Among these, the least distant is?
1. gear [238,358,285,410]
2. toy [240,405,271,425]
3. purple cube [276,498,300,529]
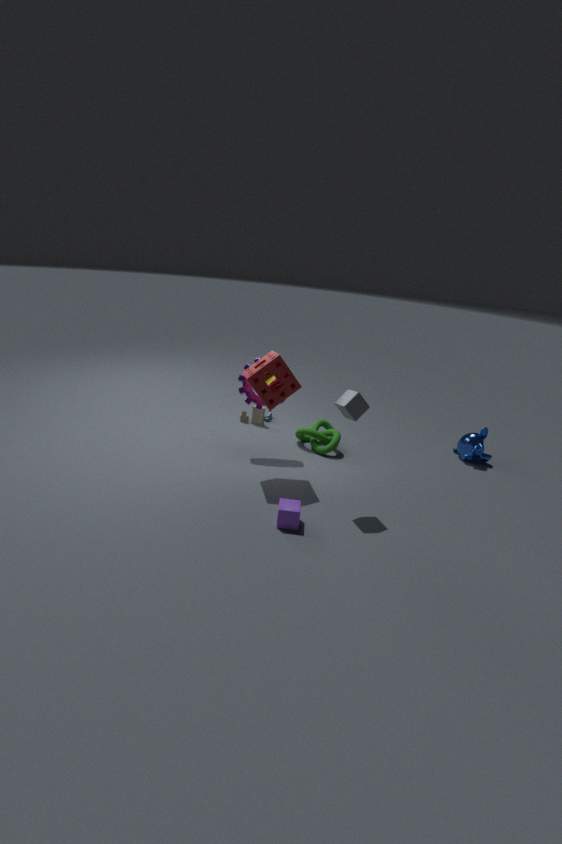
purple cube [276,498,300,529]
